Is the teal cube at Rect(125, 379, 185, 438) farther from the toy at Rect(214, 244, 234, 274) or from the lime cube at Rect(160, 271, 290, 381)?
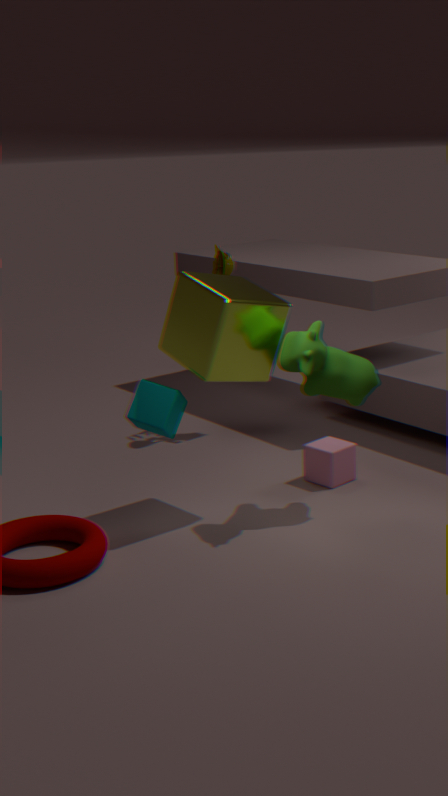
the toy at Rect(214, 244, 234, 274)
